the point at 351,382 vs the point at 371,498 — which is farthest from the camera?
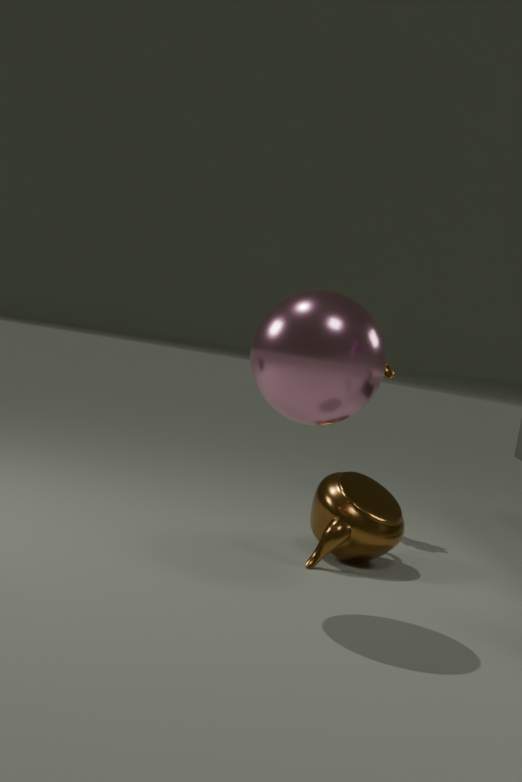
the point at 371,498
